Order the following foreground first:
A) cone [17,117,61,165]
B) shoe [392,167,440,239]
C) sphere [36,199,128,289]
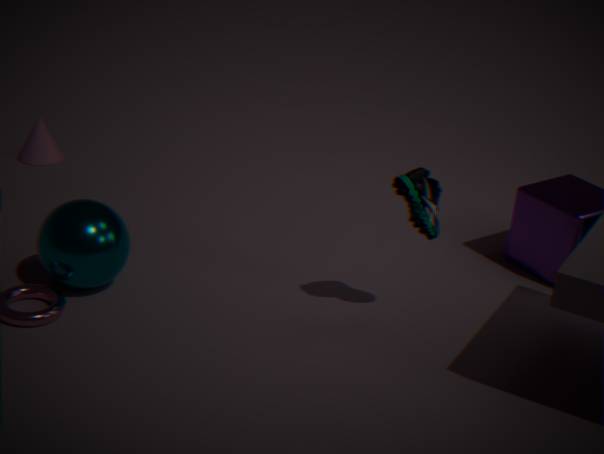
1. shoe [392,167,440,239]
2. sphere [36,199,128,289]
3. cone [17,117,61,165]
